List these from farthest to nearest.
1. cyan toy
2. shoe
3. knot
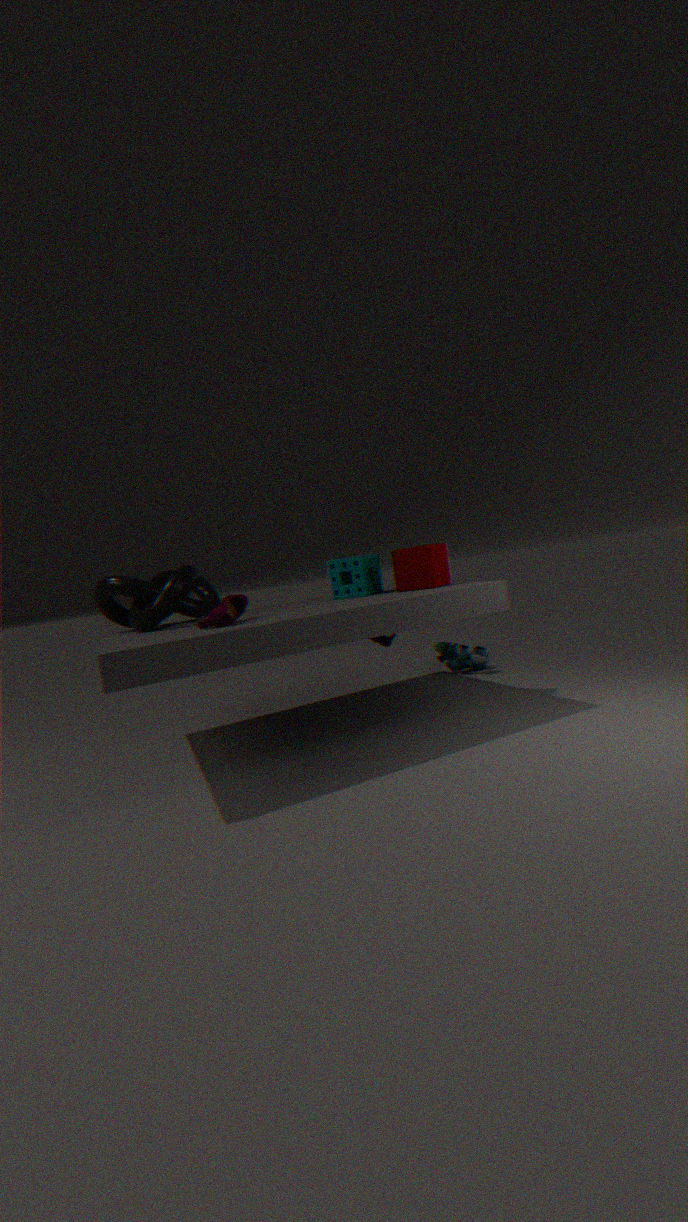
cyan toy, knot, shoe
